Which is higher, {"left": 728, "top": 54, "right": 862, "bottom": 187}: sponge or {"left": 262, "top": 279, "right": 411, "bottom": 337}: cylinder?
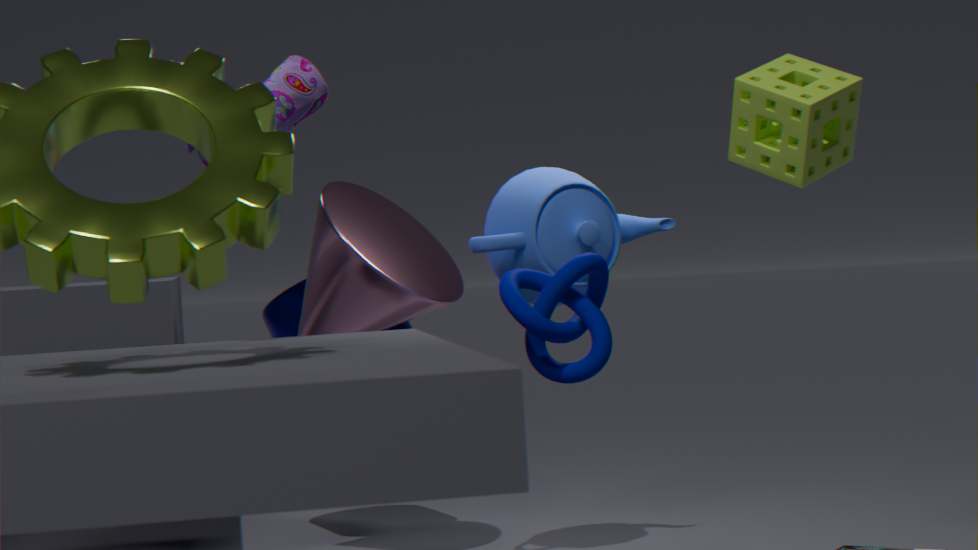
{"left": 728, "top": 54, "right": 862, "bottom": 187}: sponge
